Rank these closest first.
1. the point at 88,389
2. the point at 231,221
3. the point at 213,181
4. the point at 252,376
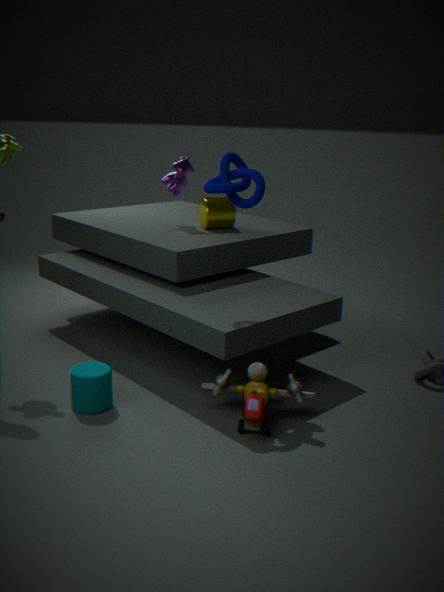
the point at 252,376 → the point at 88,389 → the point at 213,181 → the point at 231,221
